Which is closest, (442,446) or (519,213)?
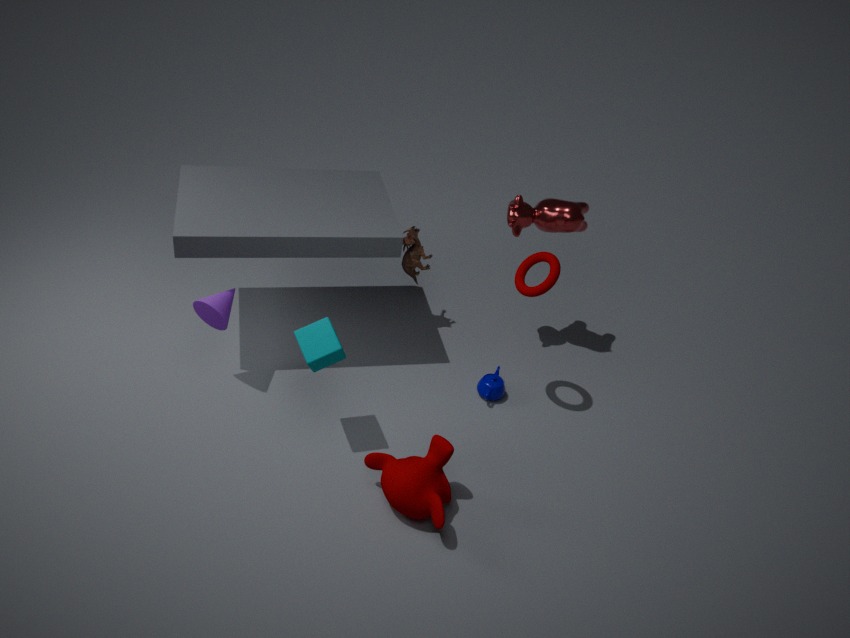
(442,446)
